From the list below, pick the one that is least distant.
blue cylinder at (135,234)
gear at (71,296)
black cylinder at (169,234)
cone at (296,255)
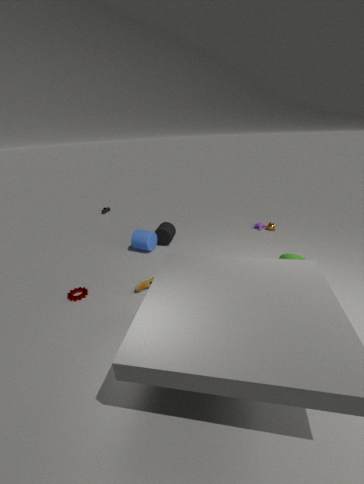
gear at (71,296)
